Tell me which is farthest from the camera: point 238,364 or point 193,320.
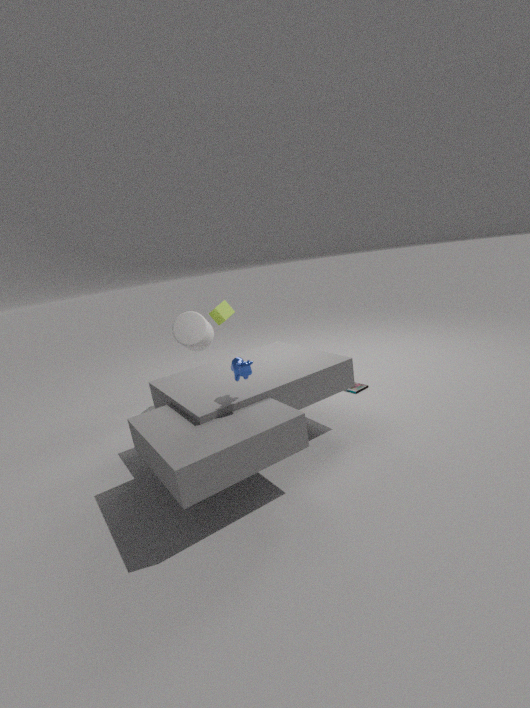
point 193,320
